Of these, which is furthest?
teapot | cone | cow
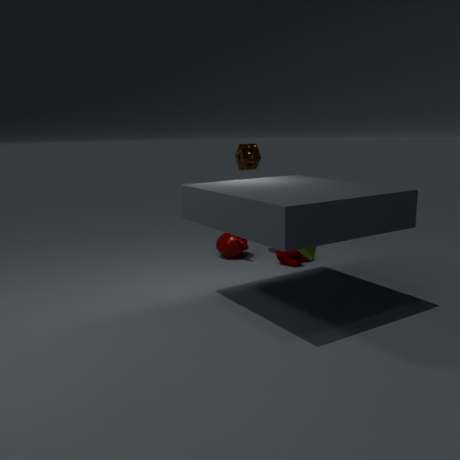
teapot
